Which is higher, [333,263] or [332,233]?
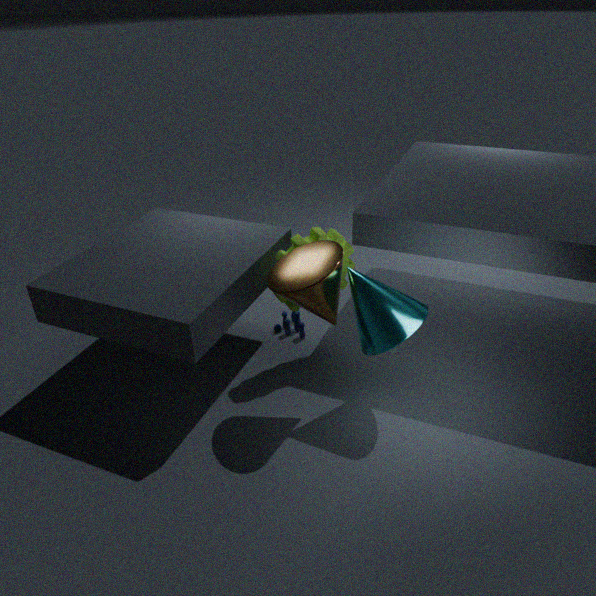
[333,263]
